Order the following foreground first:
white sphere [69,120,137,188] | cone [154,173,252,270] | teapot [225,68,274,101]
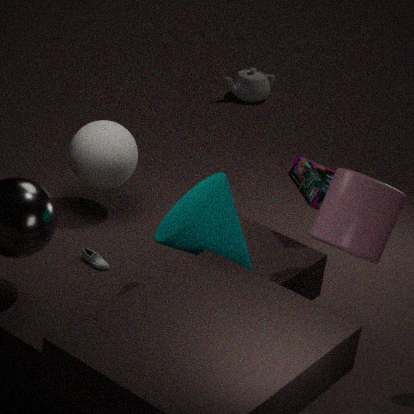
cone [154,173,252,270] → white sphere [69,120,137,188] → teapot [225,68,274,101]
